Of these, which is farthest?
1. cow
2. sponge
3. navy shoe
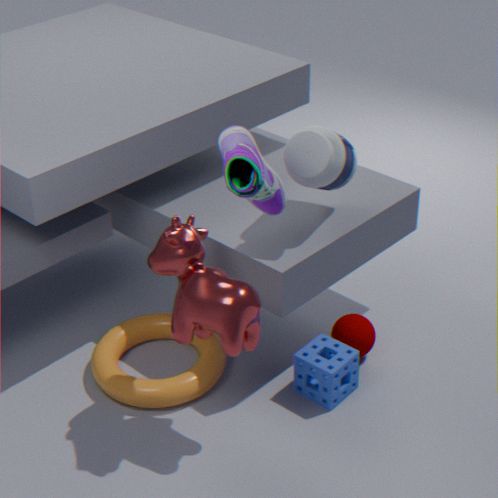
sponge
